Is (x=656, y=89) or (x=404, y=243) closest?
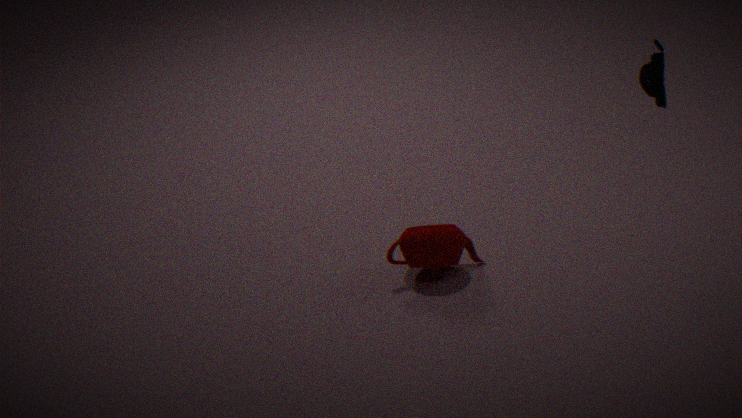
(x=656, y=89)
